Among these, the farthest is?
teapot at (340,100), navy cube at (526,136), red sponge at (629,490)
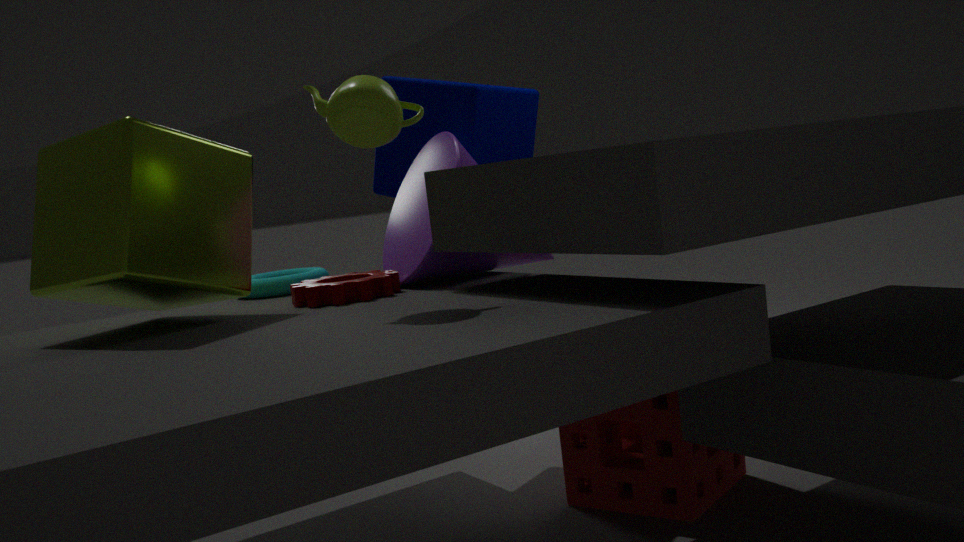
navy cube at (526,136)
